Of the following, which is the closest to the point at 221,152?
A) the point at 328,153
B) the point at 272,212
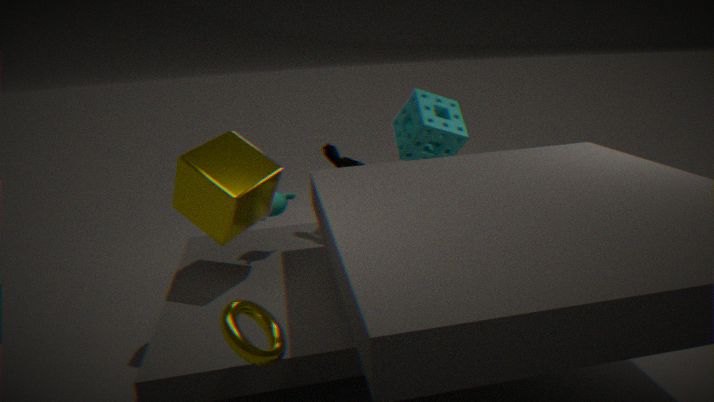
the point at 272,212
